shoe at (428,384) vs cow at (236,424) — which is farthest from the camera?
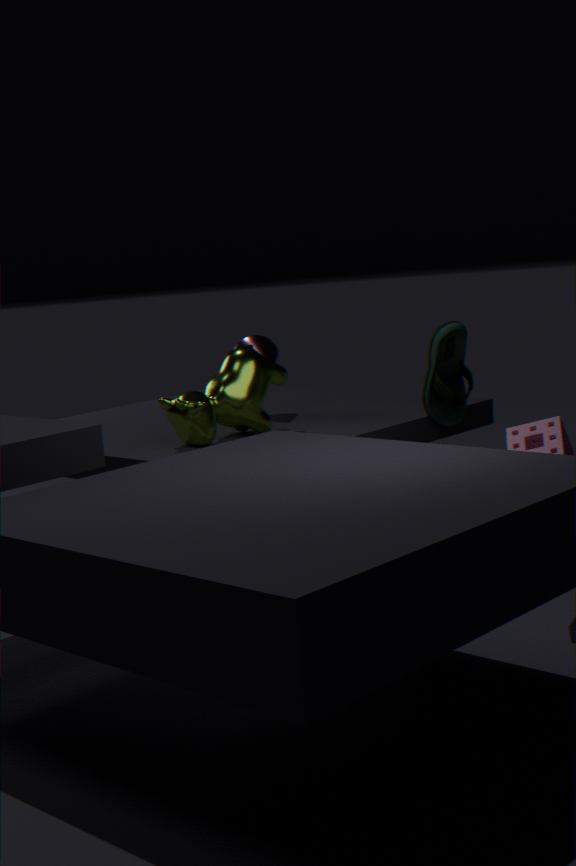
shoe at (428,384)
